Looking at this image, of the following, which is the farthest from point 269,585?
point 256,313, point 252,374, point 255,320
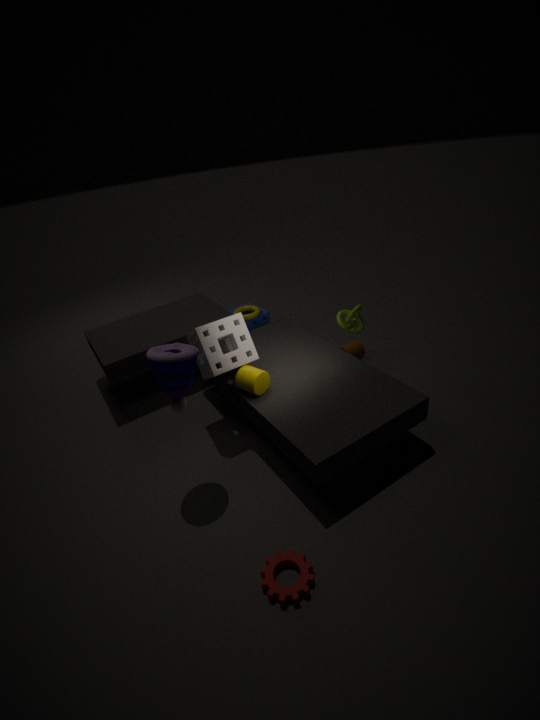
point 255,320
